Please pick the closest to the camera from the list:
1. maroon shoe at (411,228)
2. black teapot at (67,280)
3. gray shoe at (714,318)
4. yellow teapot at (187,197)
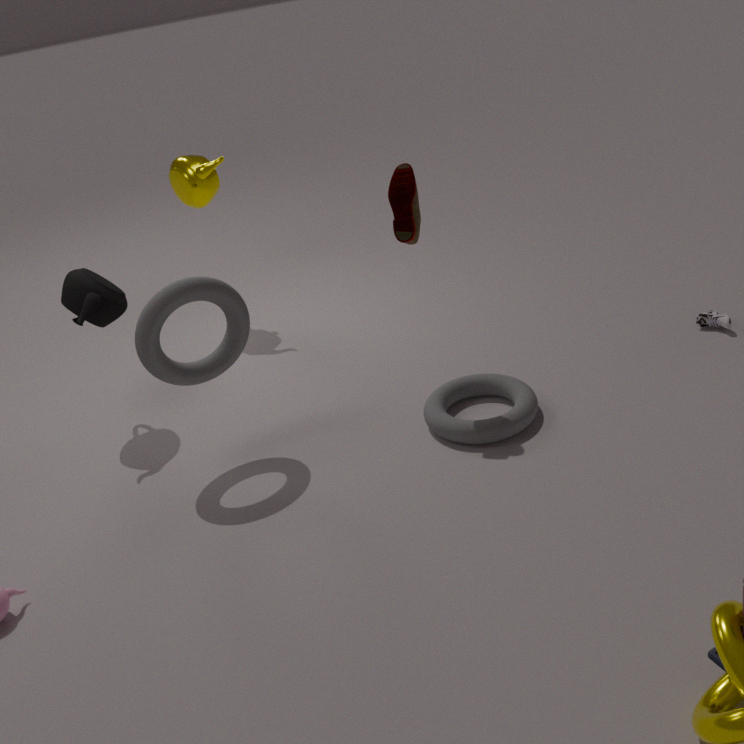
maroon shoe at (411,228)
